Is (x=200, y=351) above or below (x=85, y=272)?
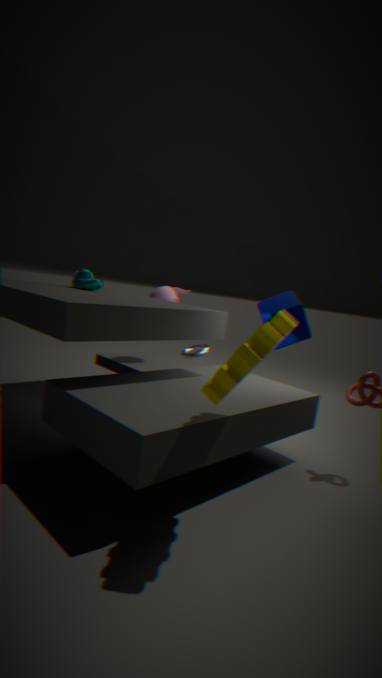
below
